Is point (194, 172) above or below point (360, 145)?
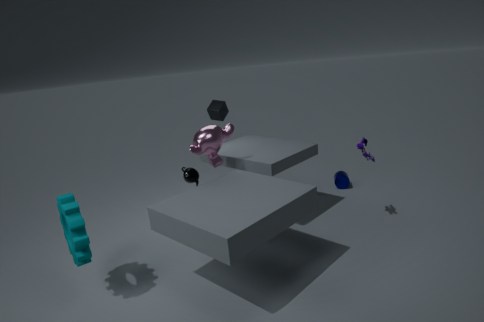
below
